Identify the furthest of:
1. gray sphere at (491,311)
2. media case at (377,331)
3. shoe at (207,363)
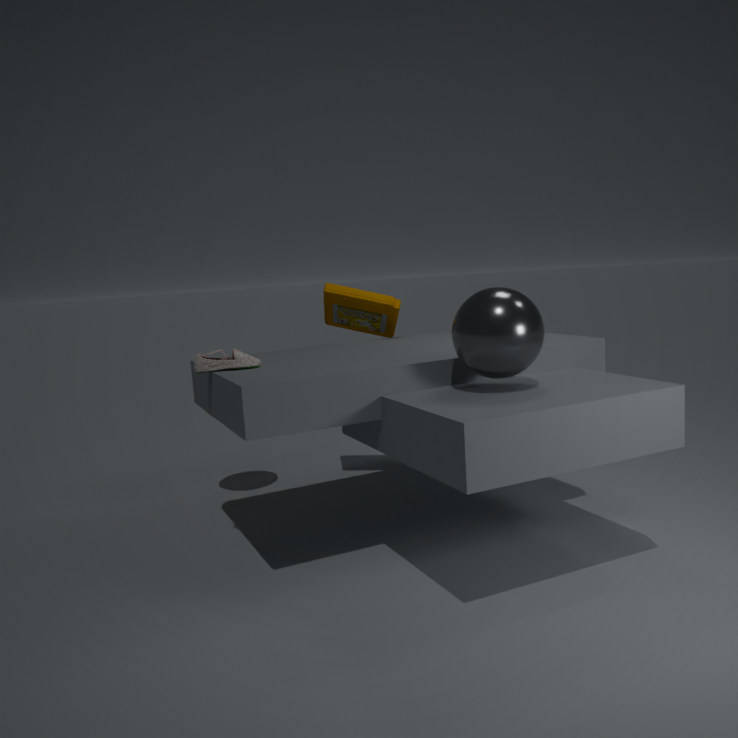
media case at (377,331)
